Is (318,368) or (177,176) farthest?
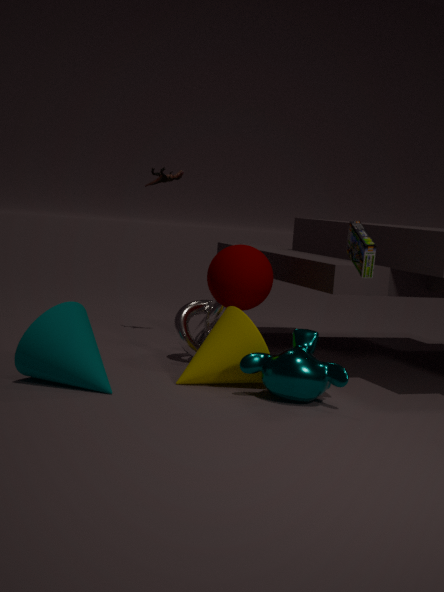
(177,176)
